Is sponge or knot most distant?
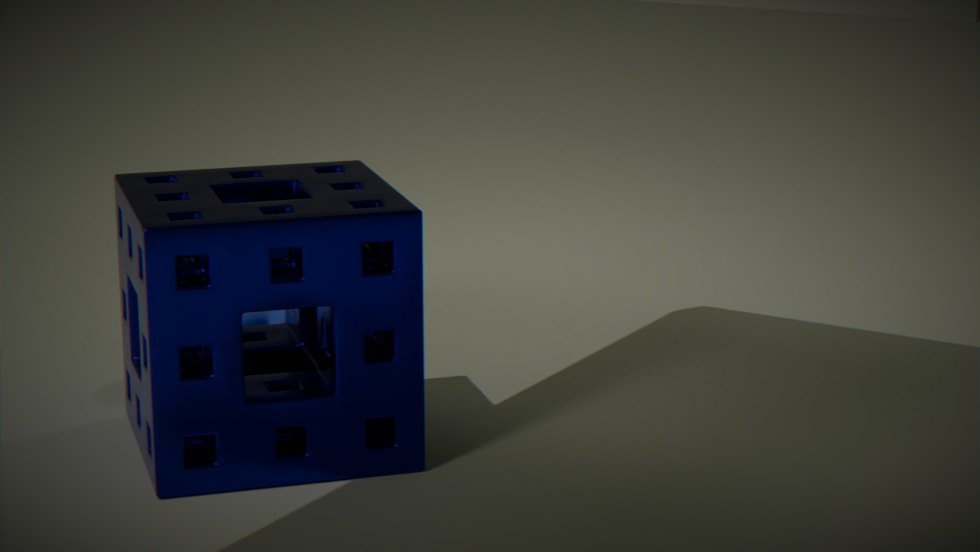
knot
